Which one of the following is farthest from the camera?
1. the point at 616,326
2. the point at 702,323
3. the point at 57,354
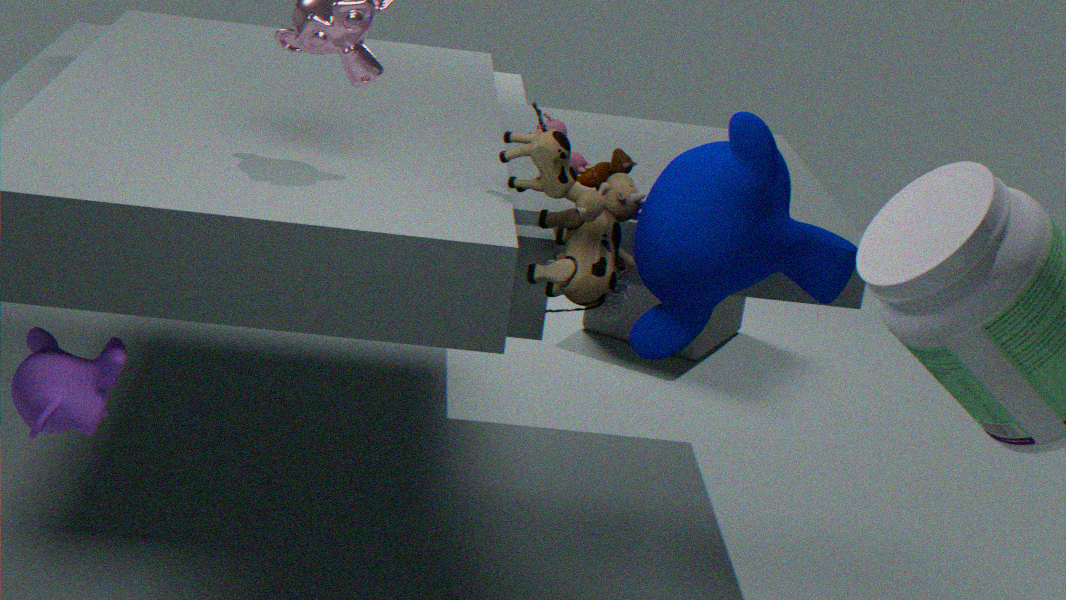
the point at 616,326
